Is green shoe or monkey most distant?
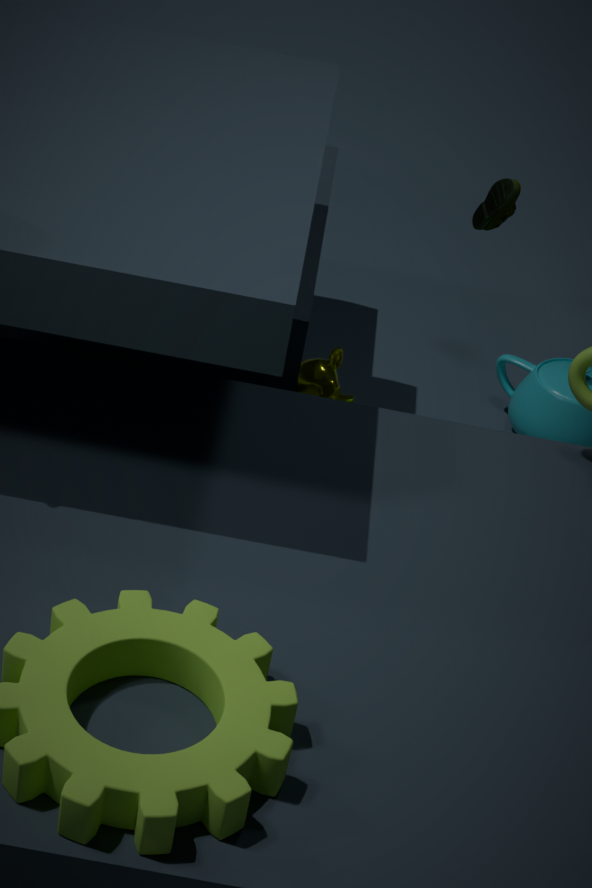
monkey
